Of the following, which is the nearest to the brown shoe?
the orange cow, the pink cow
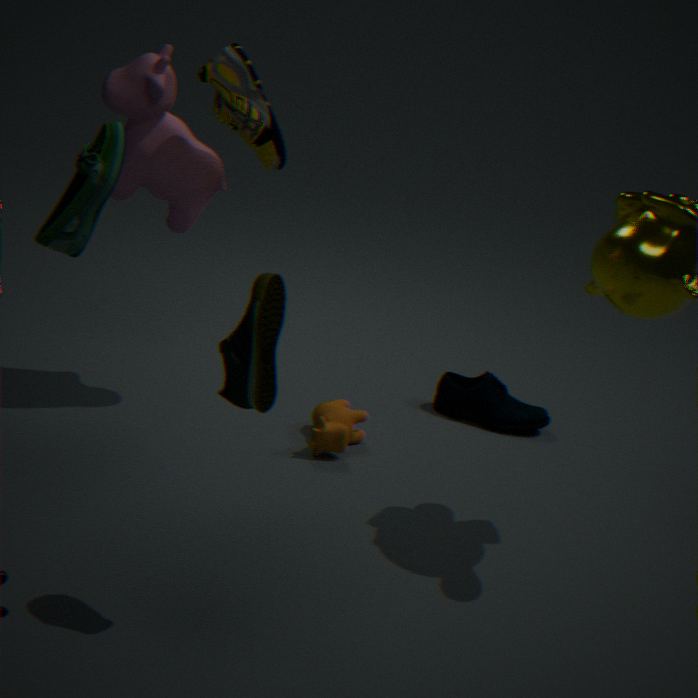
the pink cow
